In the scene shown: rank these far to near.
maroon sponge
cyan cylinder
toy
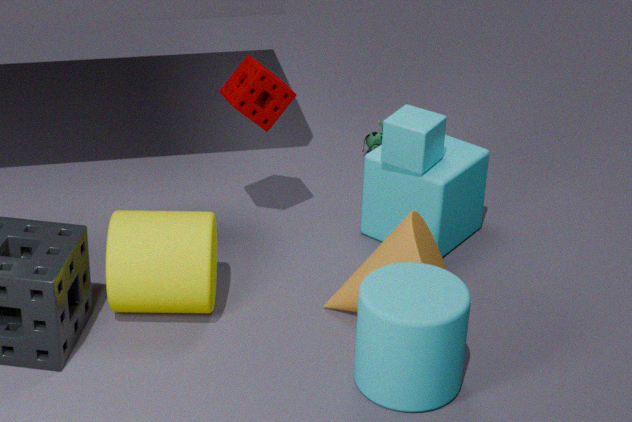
toy < maroon sponge < cyan cylinder
